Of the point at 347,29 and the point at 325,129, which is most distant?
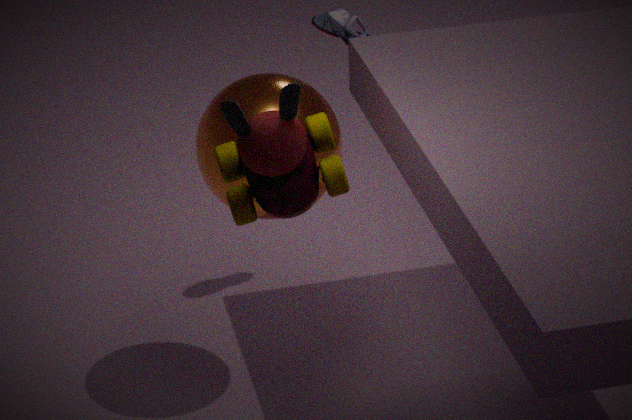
the point at 347,29
